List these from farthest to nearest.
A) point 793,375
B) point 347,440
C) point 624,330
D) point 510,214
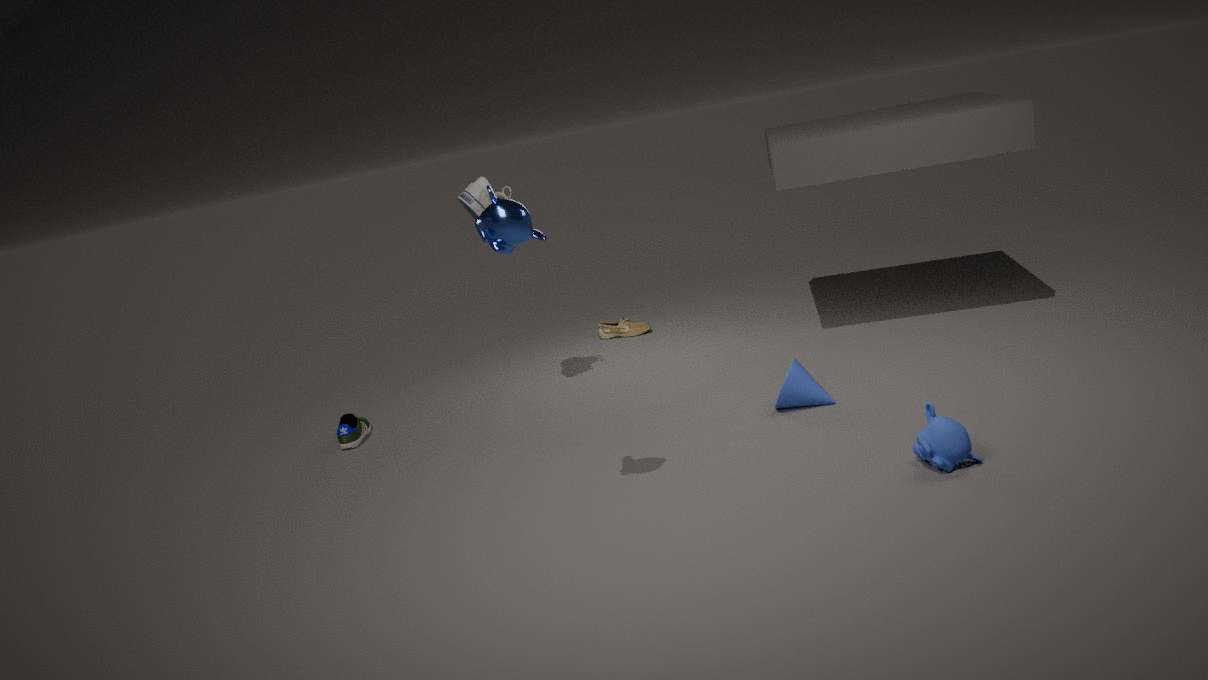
point 624,330, point 347,440, point 793,375, point 510,214
